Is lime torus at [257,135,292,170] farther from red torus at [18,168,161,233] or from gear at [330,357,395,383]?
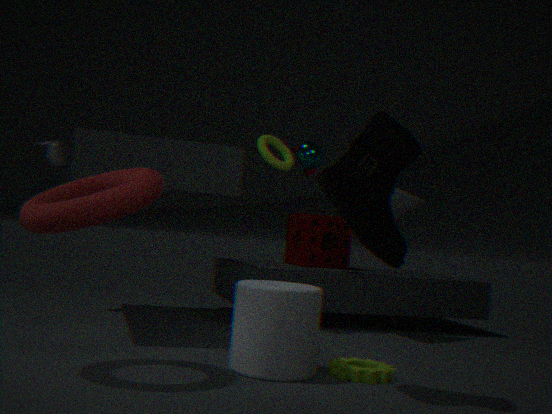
gear at [330,357,395,383]
